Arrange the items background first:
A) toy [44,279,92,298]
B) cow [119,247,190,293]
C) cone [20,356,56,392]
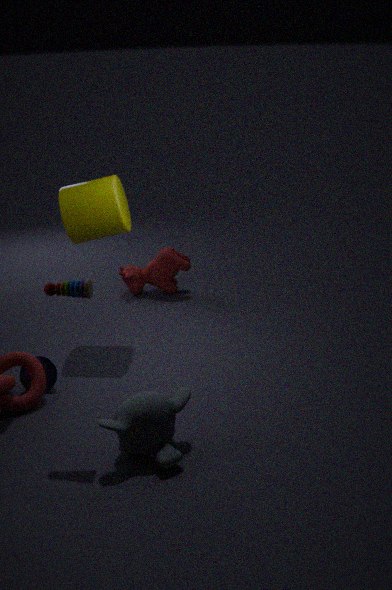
cow [119,247,190,293]
cone [20,356,56,392]
toy [44,279,92,298]
